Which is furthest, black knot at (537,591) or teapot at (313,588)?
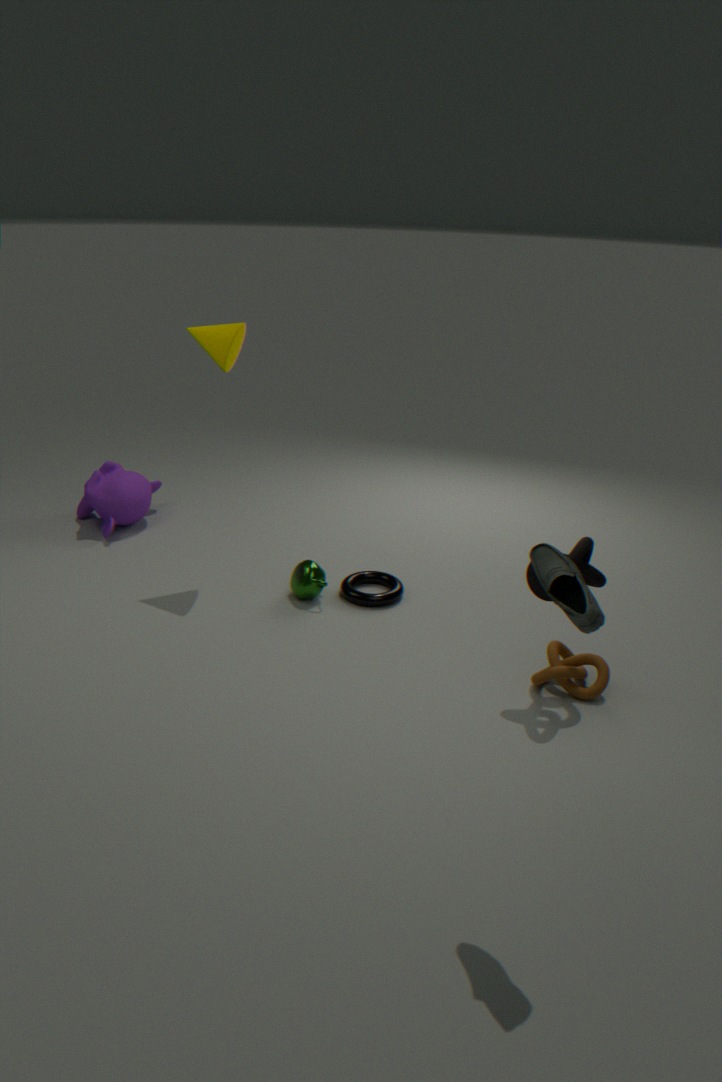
teapot at (313,588)
